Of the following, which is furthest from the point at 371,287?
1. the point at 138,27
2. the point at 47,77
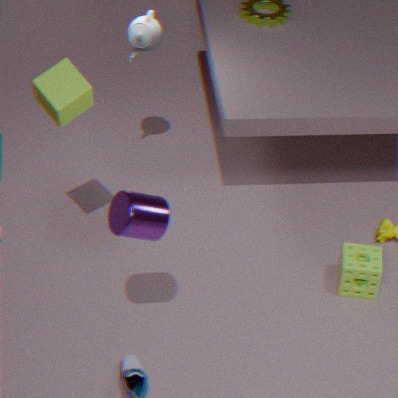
the point at 47,77
